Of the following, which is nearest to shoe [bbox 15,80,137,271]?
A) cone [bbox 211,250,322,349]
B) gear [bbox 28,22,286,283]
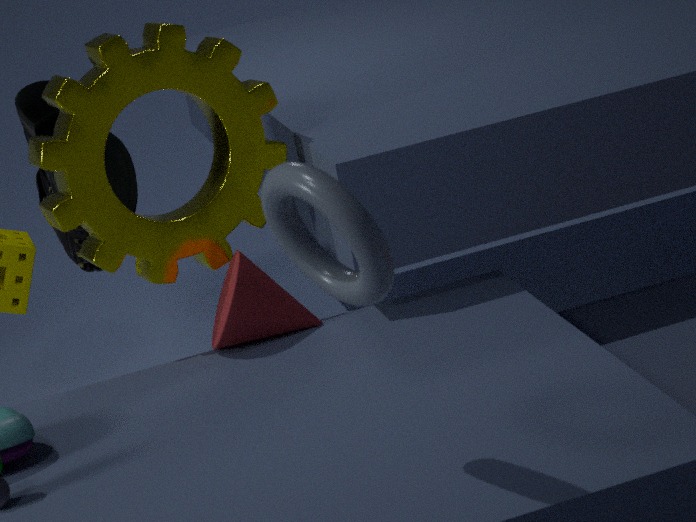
gear [bbox 28,22,286,283]
